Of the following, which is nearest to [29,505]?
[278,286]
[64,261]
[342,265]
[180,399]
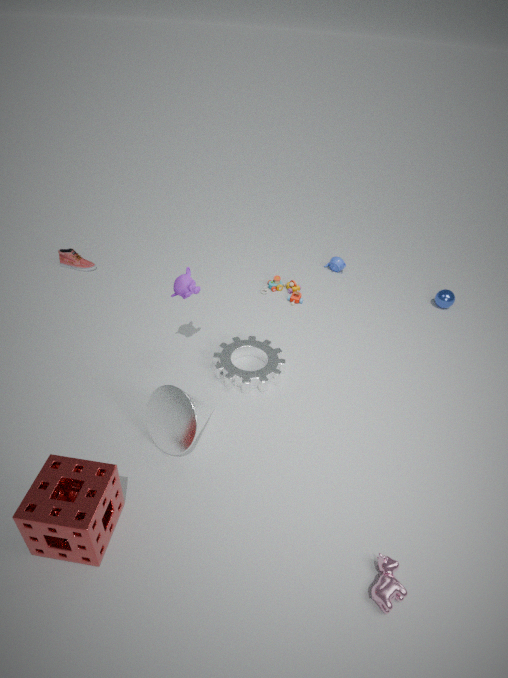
[180,399]
